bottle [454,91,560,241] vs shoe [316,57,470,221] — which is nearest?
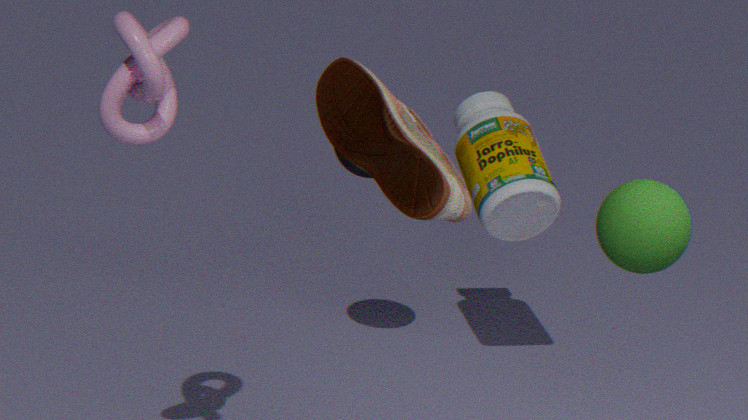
shoe [316,57,470,221]
